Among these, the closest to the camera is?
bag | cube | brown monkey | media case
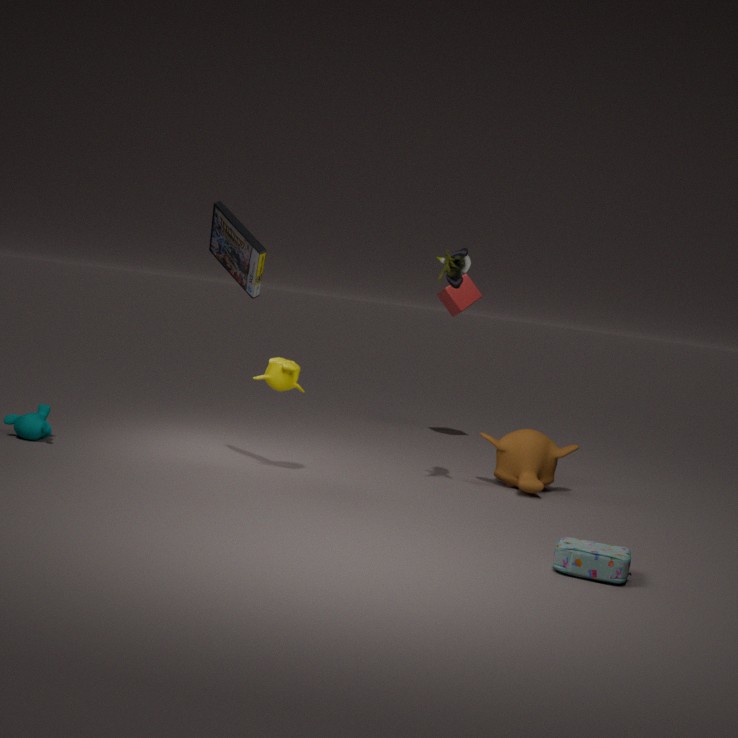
bag
